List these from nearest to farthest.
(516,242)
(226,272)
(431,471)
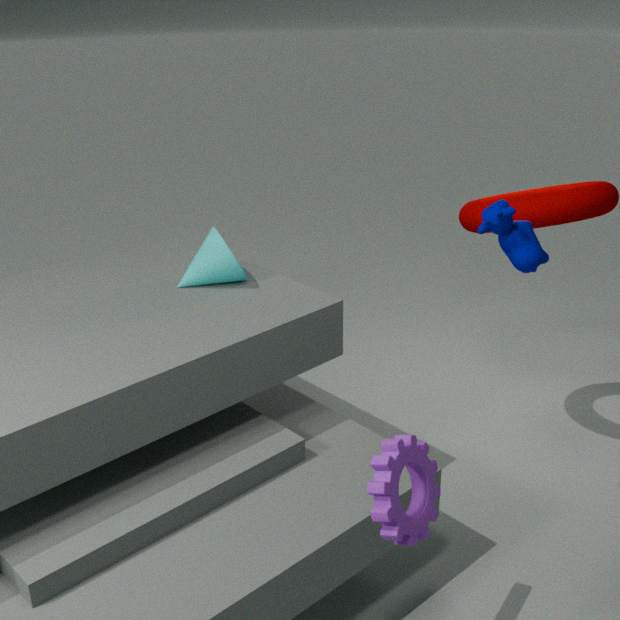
(431,471)
(516,242)
(226,272)
